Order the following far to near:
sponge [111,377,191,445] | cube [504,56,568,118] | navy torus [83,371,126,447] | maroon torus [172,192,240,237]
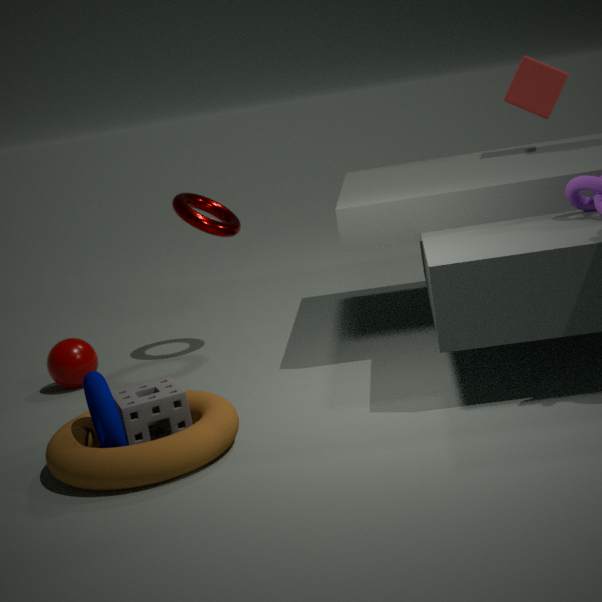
cube [504,56,568,118] < maroon torus [172,192,240,237] < sponge [111,377,191,445] < navy torus [83,371,126,447]
